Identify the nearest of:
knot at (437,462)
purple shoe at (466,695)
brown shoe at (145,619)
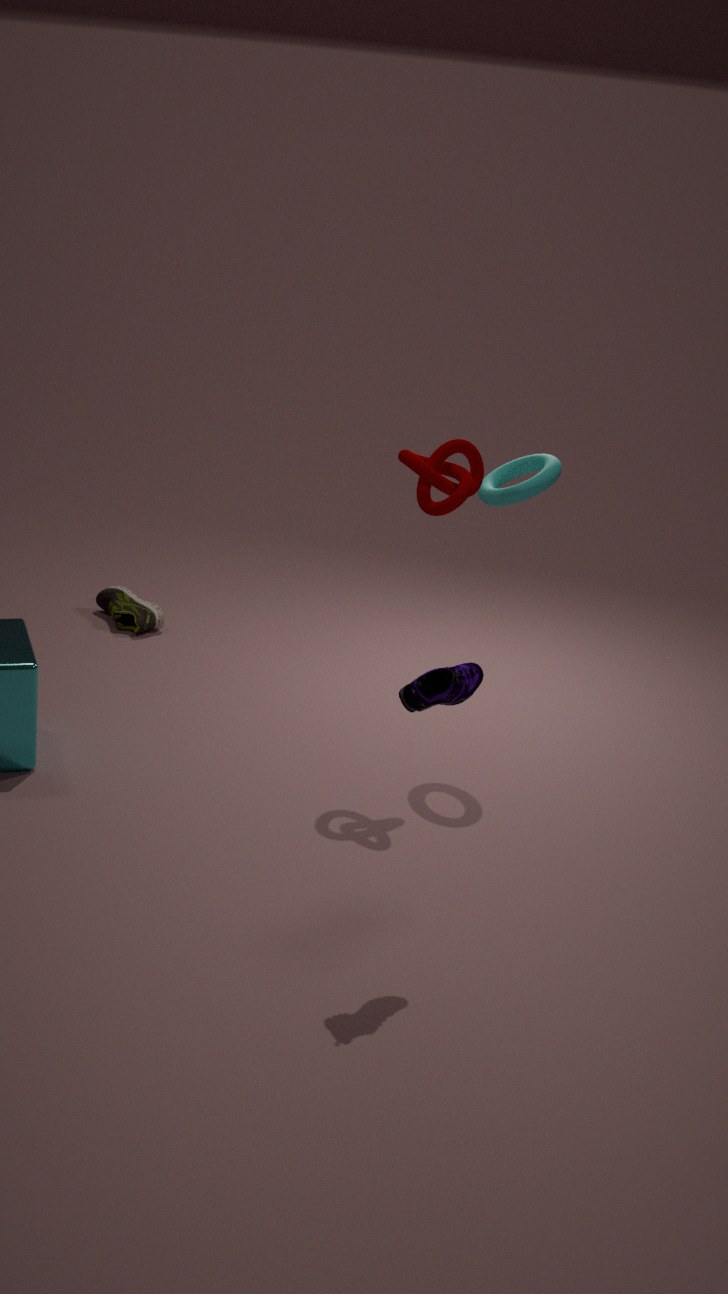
purple shoe at (466,695)
